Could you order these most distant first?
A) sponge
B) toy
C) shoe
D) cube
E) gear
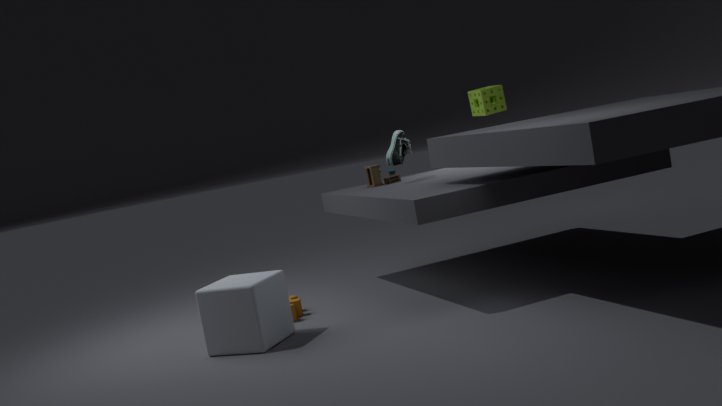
sponge < toy < shoe < gear < cube
